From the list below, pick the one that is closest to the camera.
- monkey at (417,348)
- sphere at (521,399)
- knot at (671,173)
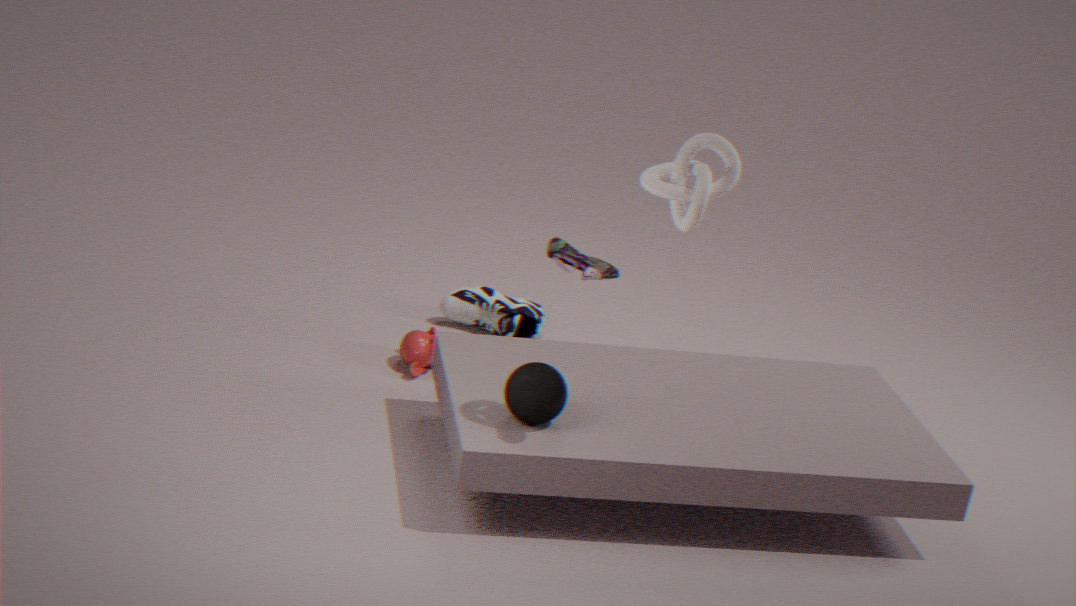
knot at (671,173)
